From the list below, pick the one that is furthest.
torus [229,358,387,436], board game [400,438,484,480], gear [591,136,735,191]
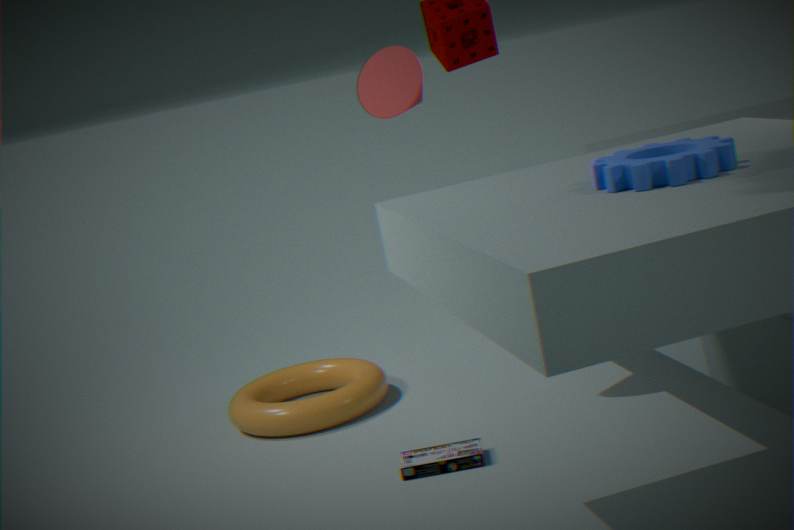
torus [229,358,387,436]
